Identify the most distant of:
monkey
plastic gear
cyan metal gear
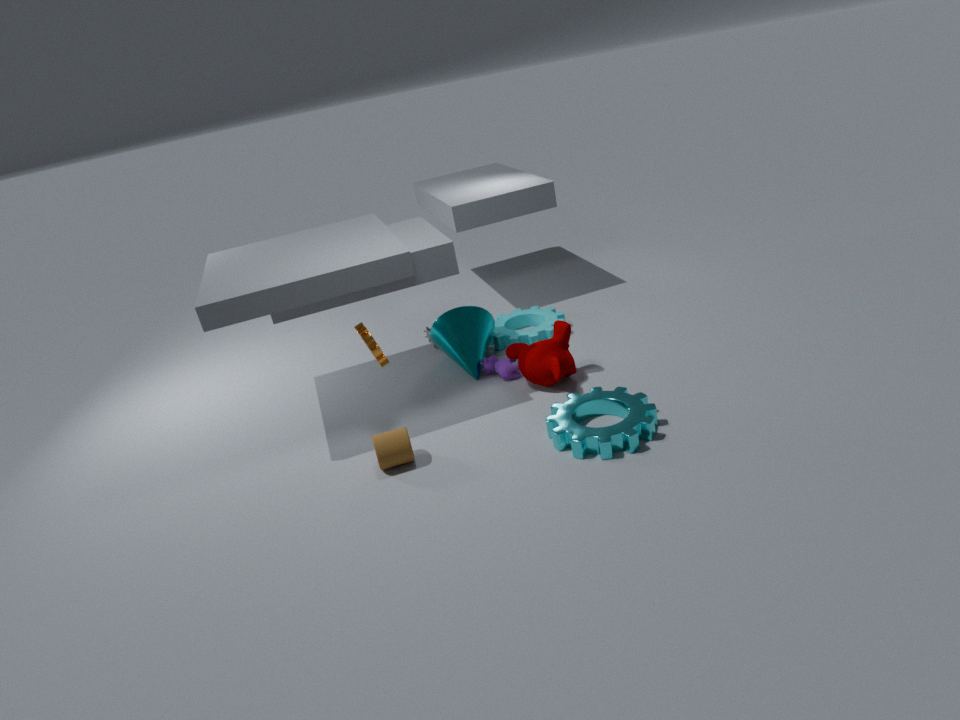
plastic gear
